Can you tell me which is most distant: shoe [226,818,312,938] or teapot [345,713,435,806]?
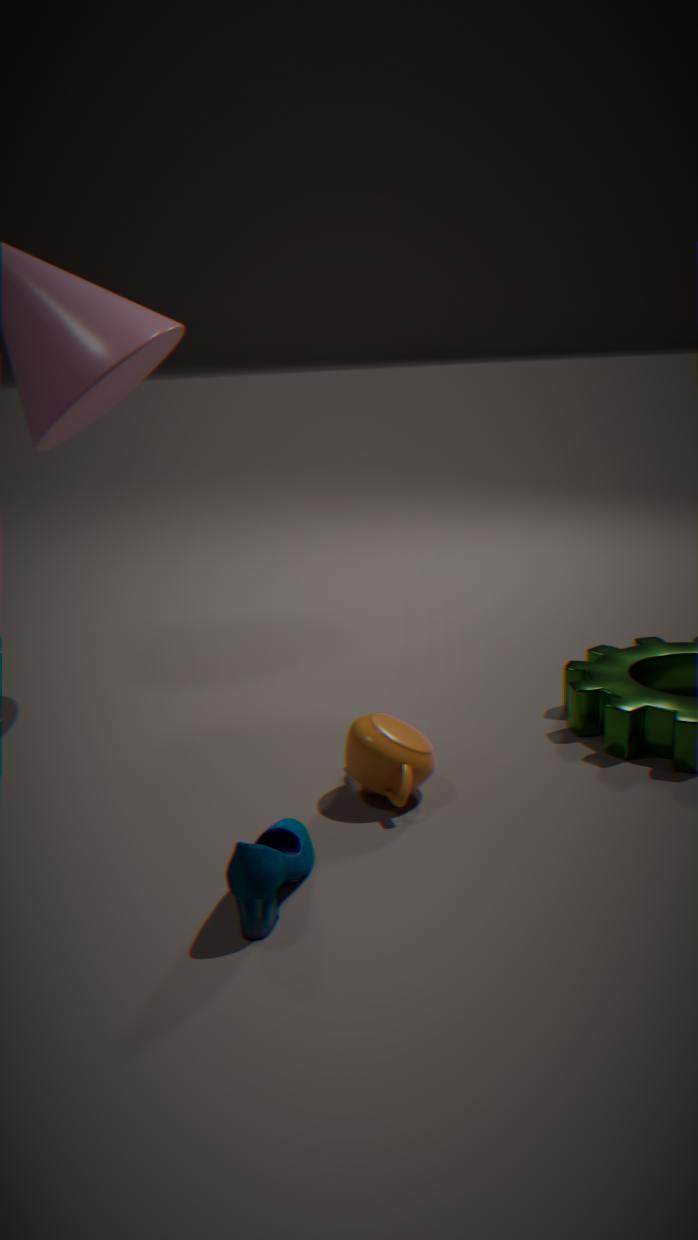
teapot [345,713,435,806]
